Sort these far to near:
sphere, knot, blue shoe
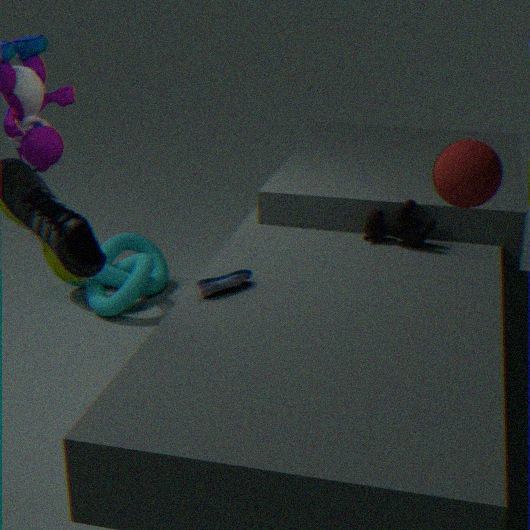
knot, blue shoe, sphere
